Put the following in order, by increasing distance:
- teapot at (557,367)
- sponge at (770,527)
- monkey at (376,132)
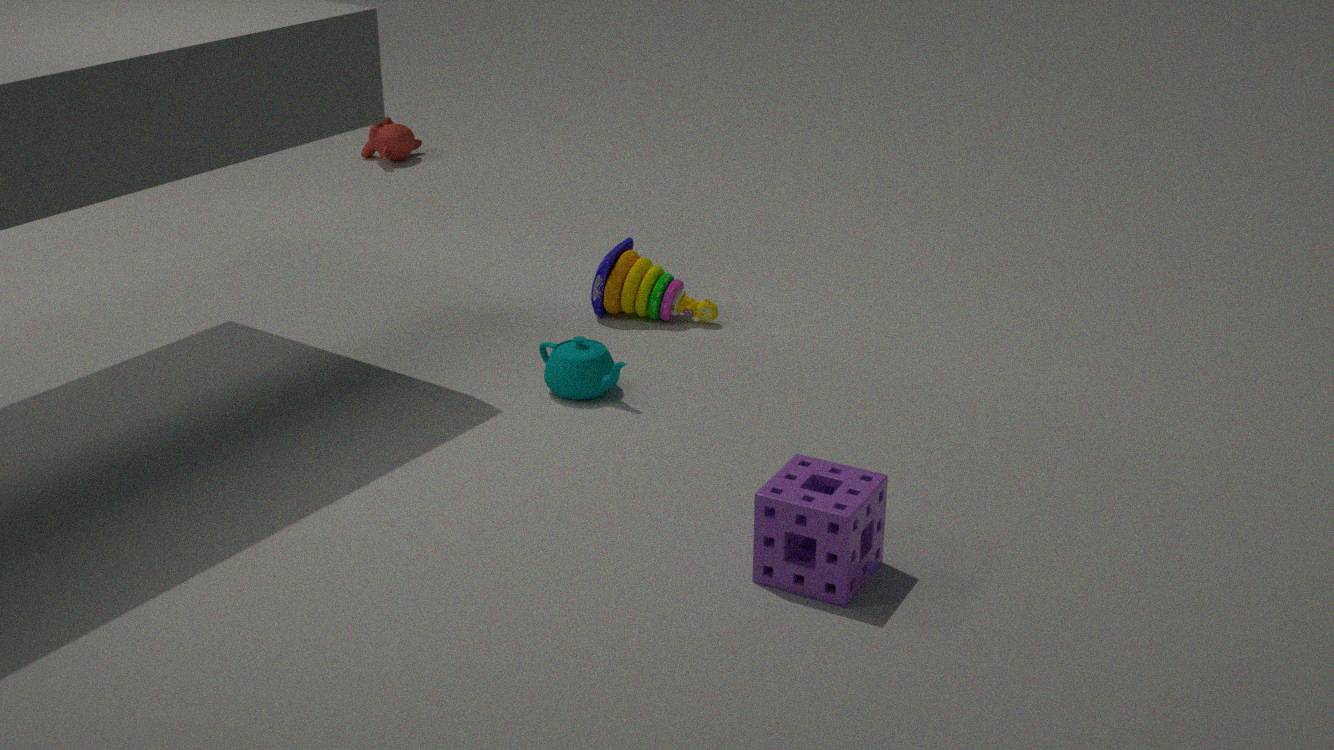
sponge at (770,527) → teapot at (557,367) → monkey at (376,132)
